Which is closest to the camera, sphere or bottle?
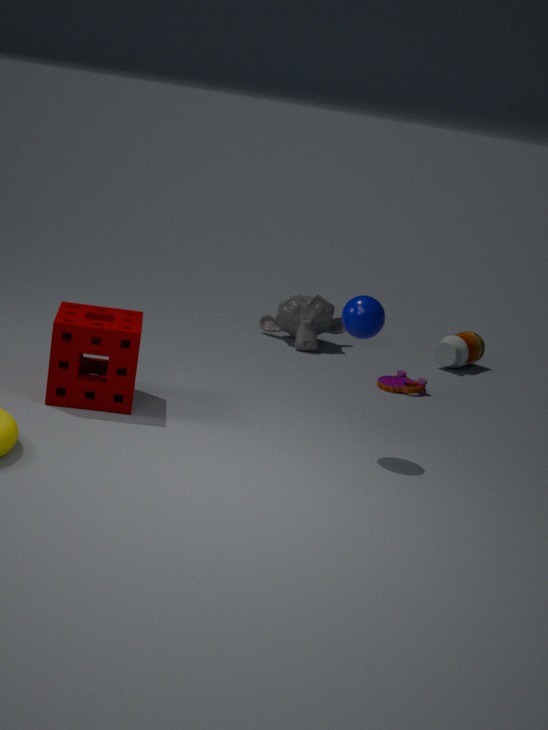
sphere
